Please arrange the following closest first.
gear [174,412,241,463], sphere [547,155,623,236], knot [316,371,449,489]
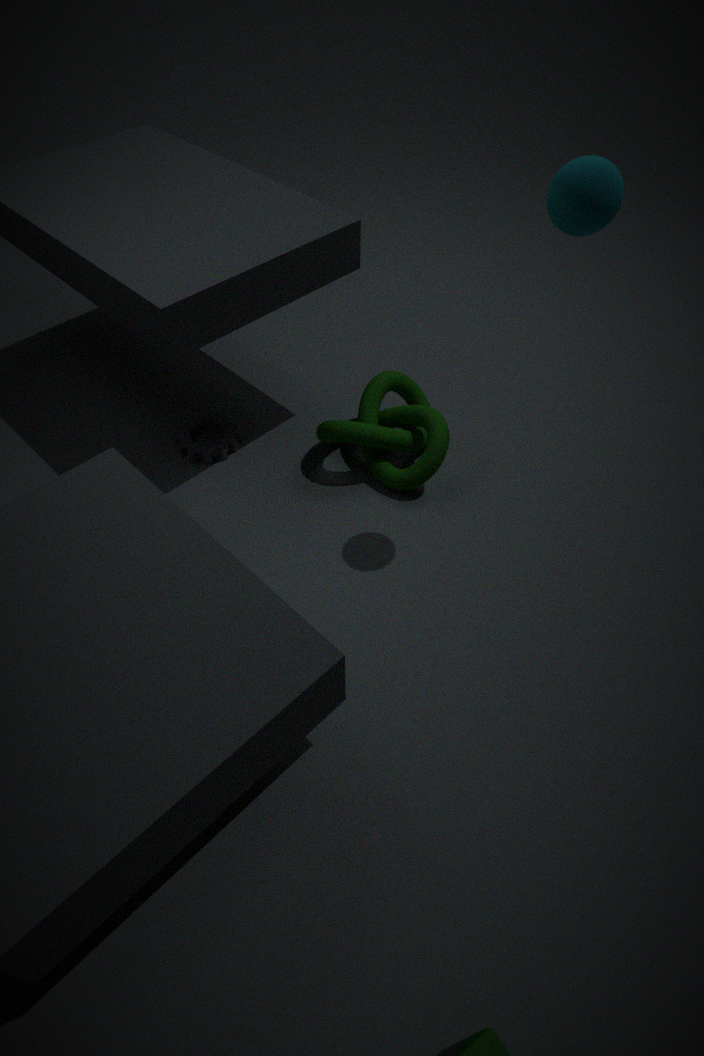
sphere [547,155,623,236] → knot [316,371,449,489] → gear [174,412,241,463]
